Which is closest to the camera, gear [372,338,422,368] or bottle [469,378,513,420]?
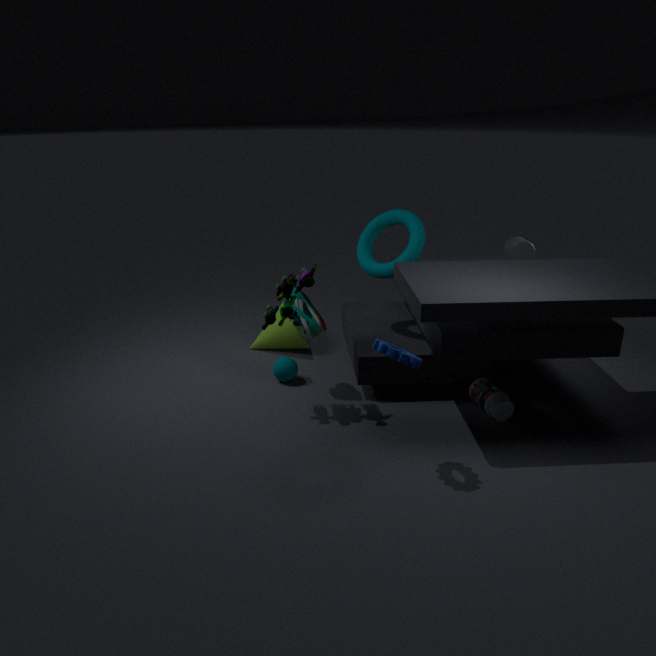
gear [372,338,422,368]
